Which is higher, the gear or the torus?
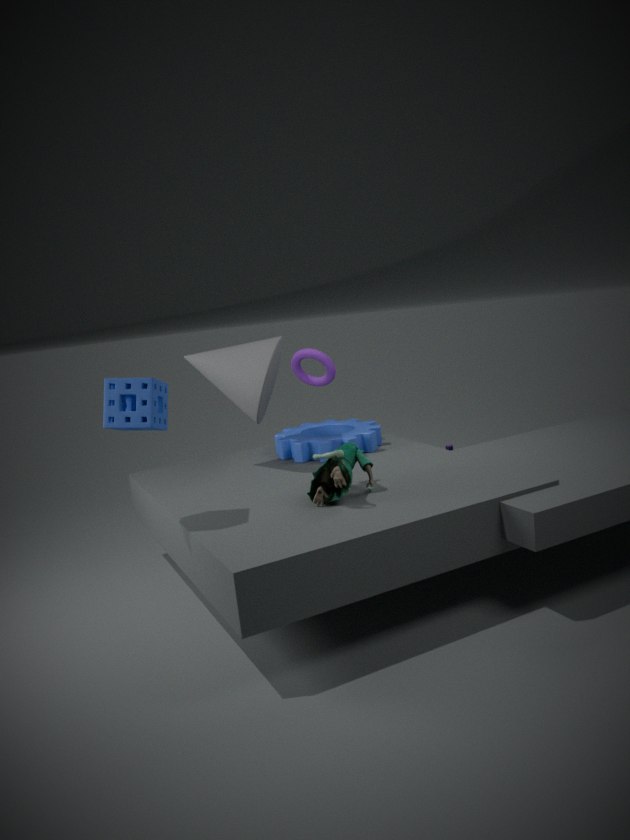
the torus
